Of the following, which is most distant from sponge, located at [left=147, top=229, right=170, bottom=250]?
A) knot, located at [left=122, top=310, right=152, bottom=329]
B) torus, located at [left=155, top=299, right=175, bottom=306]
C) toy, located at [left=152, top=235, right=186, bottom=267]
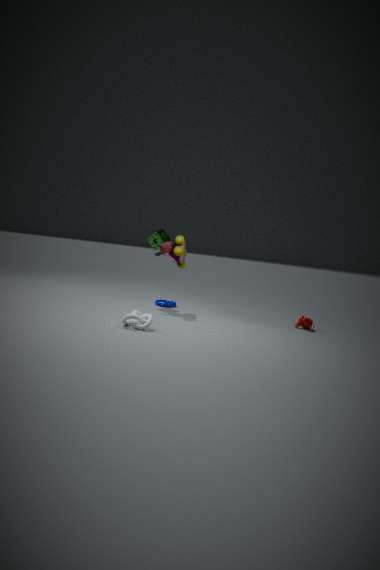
knot, located at [left=122, top=310, right=152, bottom=329]
